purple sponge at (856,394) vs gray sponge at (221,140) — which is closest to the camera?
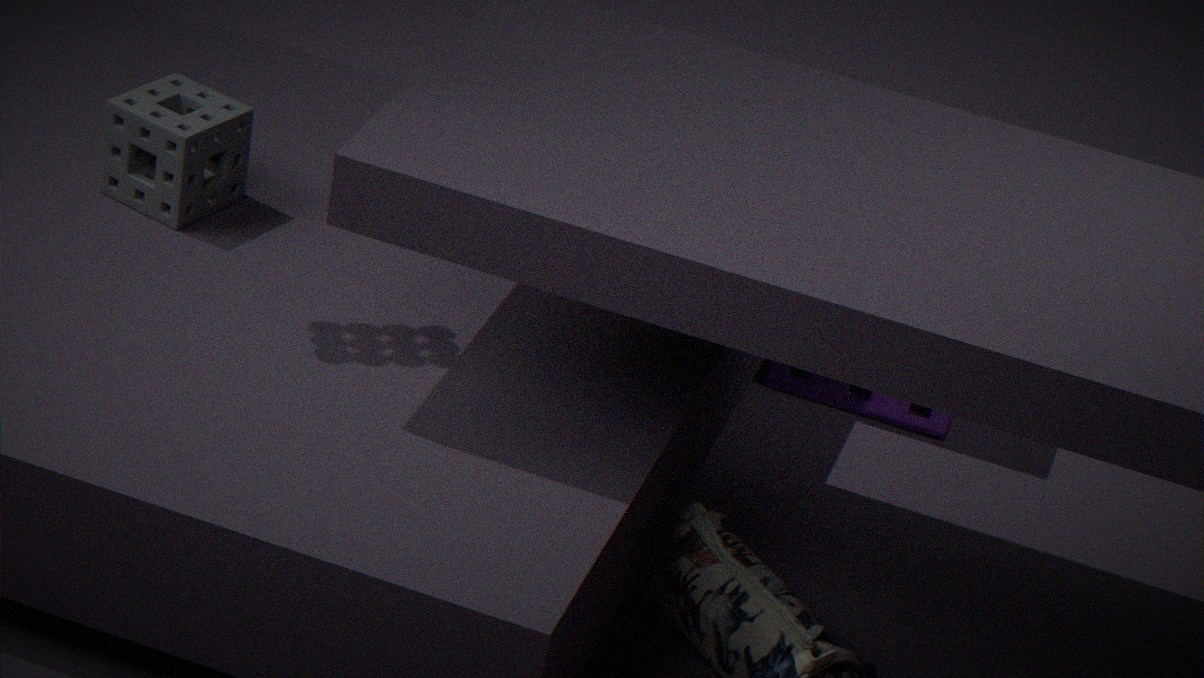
gray sponge at (221,140)
